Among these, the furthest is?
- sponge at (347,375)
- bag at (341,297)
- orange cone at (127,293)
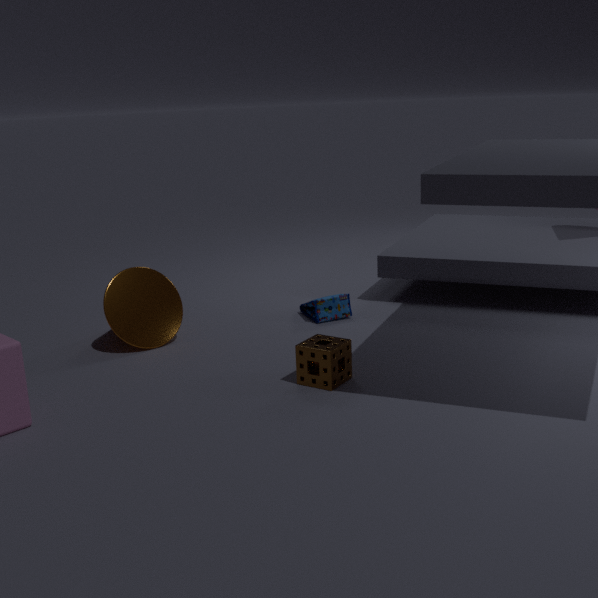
bag at (341,297)
